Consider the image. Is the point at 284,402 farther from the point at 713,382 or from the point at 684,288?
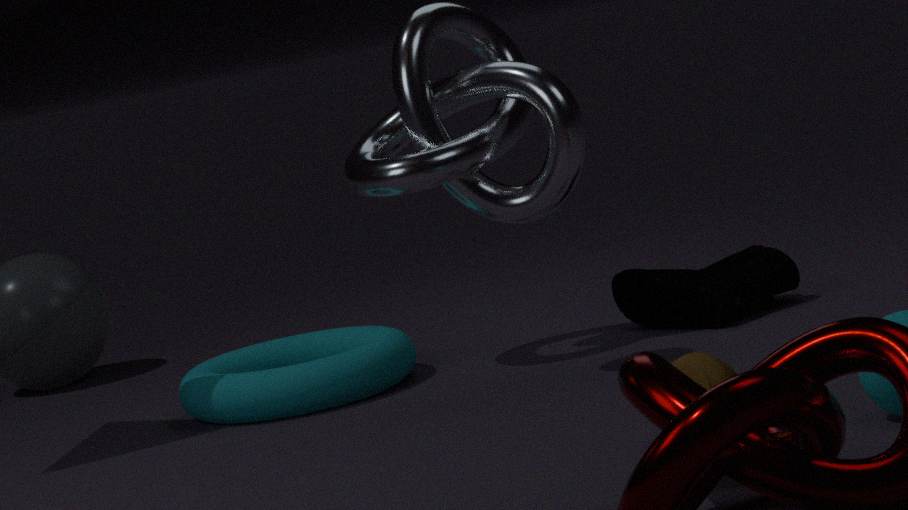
the point at 713,382
